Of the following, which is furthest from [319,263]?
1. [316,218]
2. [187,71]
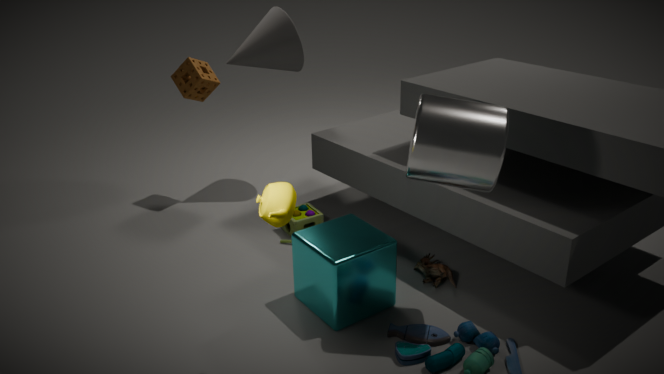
[187,71]
